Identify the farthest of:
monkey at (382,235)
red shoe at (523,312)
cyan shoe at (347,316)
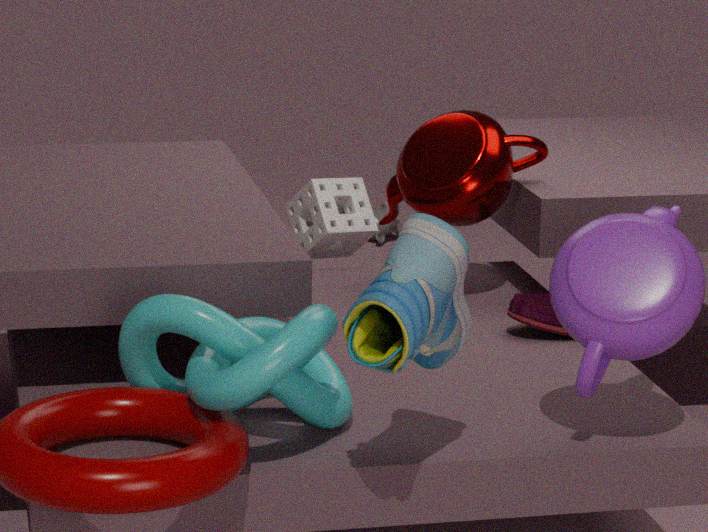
monkey at (382,235)
